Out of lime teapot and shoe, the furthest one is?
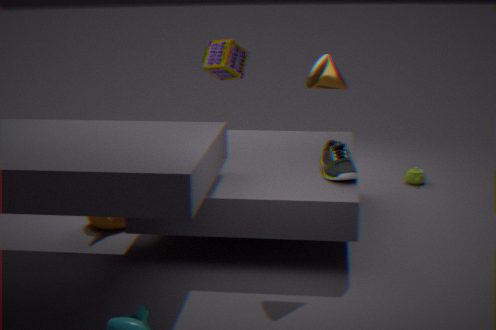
lime teapot
